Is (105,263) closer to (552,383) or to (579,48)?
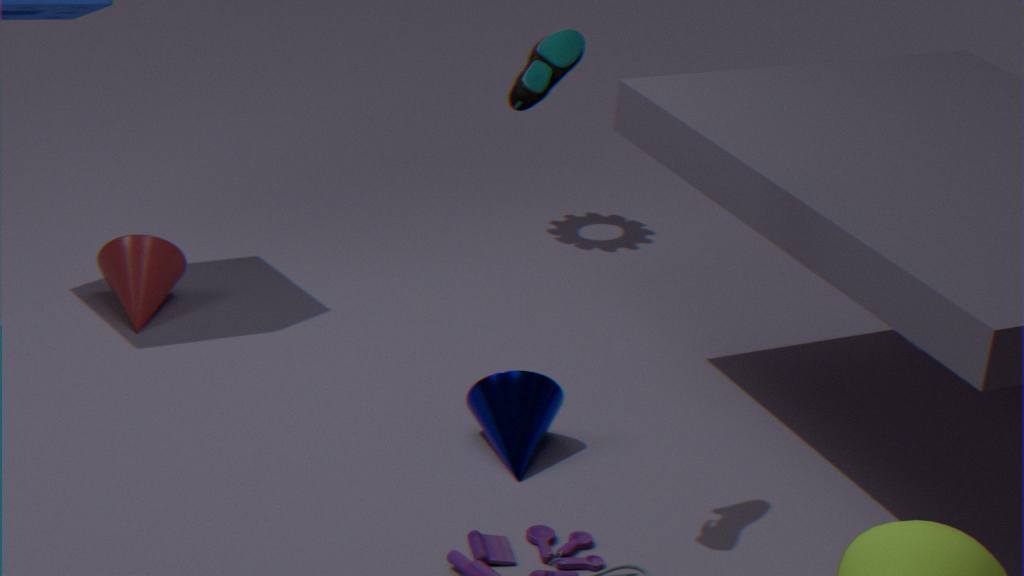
(552,383)
